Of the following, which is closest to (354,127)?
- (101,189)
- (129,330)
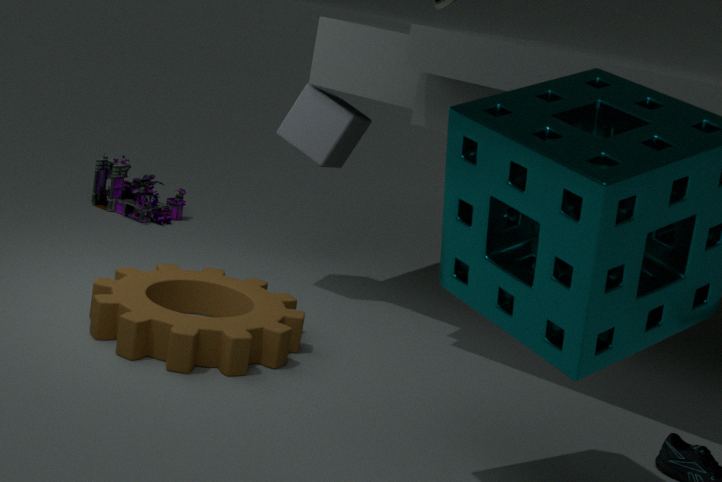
(129,330)
